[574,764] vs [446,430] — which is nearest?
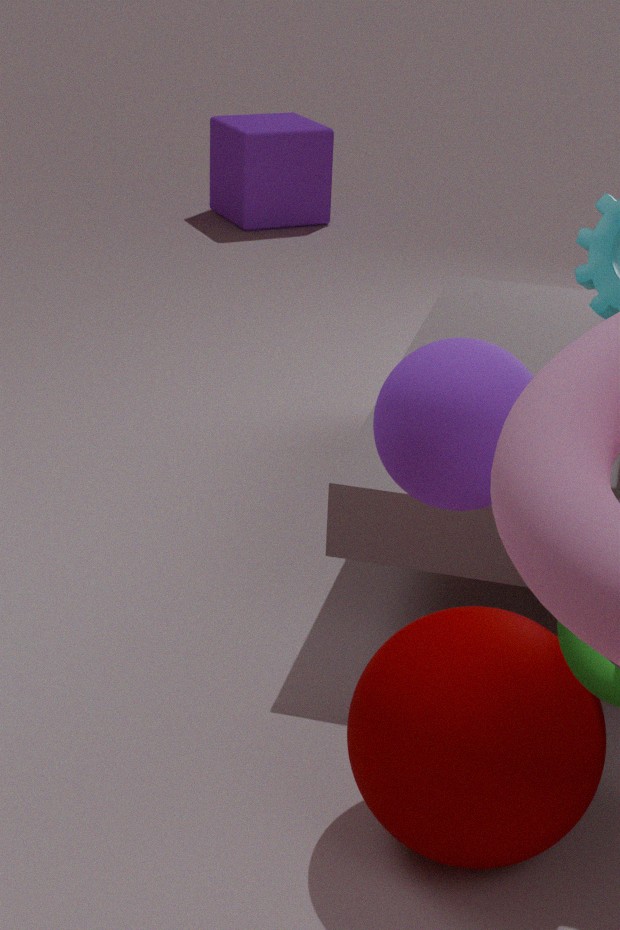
[446,430]
